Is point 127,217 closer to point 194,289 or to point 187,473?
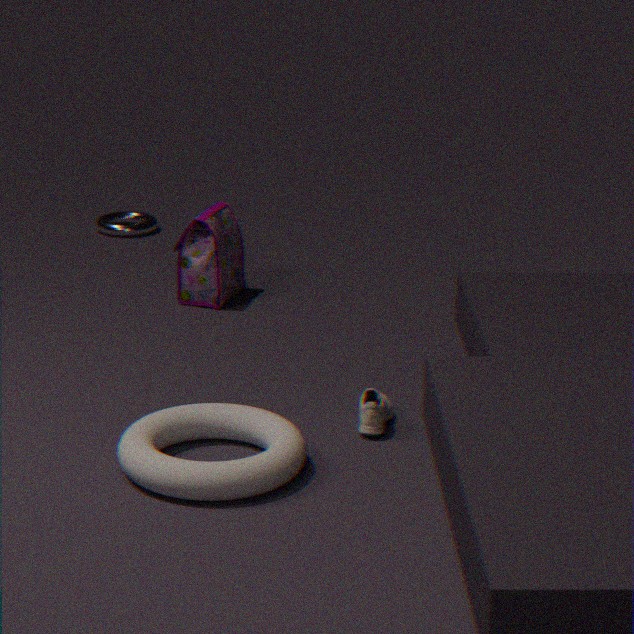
point 194,289
